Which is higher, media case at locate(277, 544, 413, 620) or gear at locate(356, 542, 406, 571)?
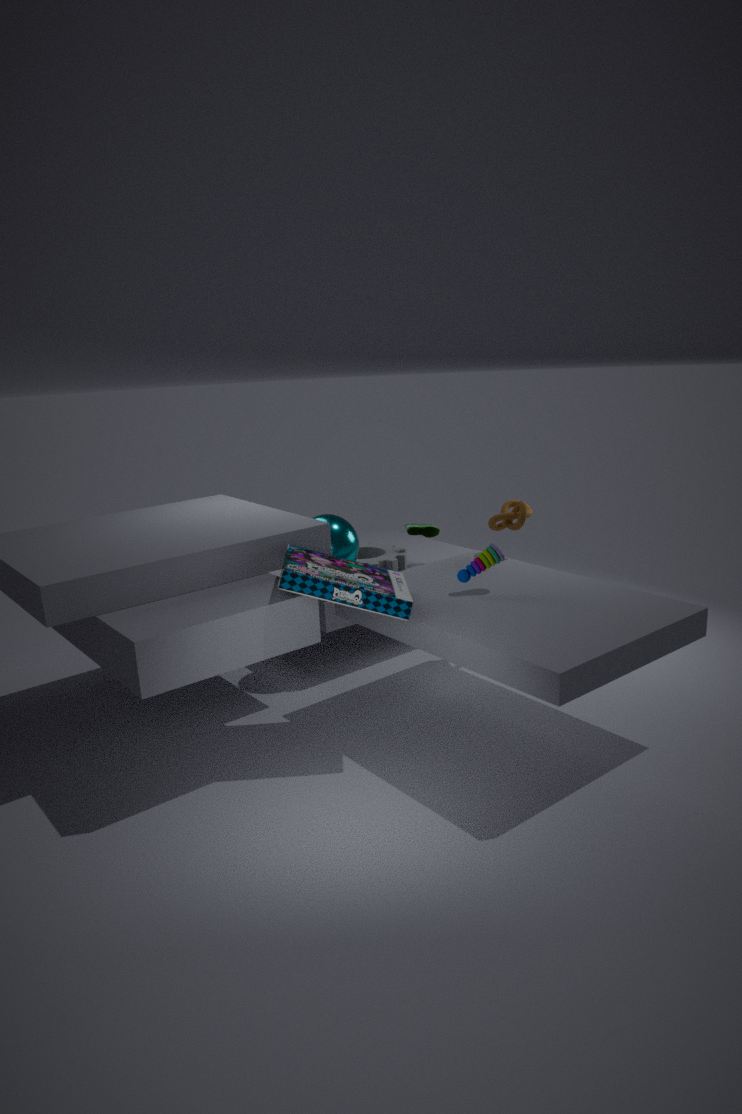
media case at locate(277, 544, 413, 620)
